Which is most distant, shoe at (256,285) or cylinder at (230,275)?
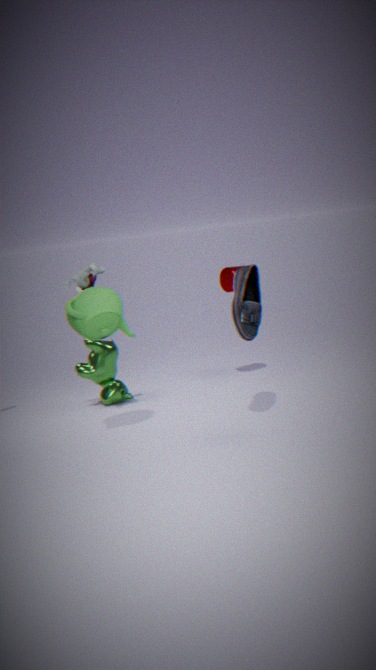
cylinder at (230,275)
